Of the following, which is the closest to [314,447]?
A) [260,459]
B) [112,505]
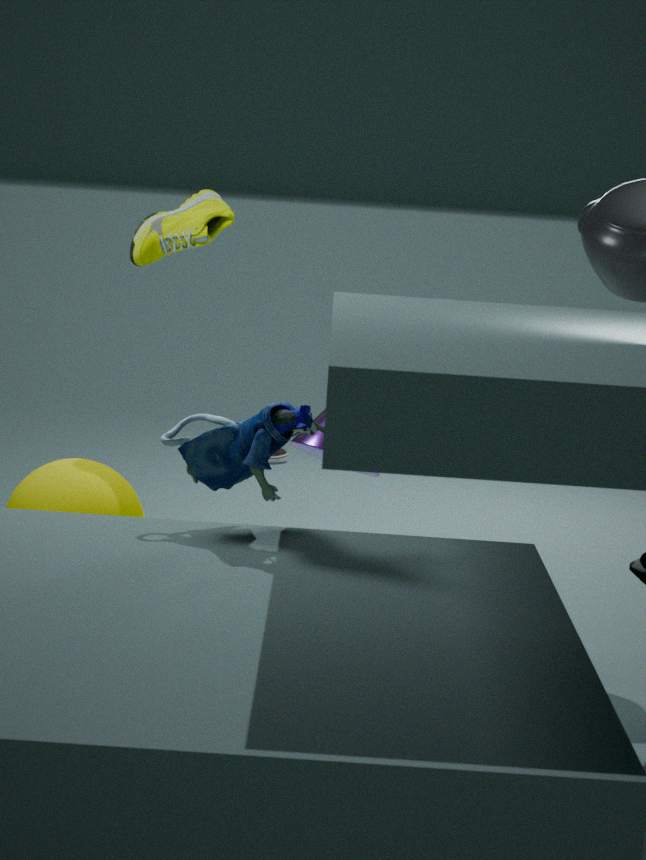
[260,459]
